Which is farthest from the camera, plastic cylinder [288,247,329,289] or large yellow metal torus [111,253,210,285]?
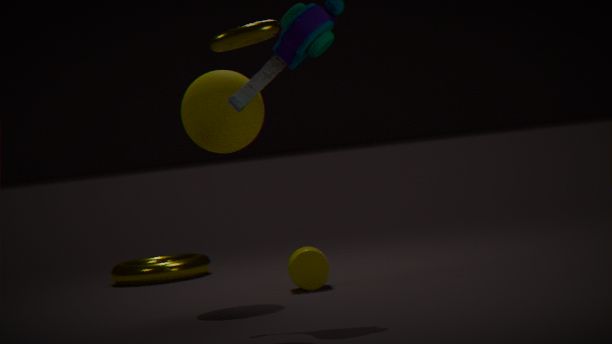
large yellow metal torus [111,253,210,285]
